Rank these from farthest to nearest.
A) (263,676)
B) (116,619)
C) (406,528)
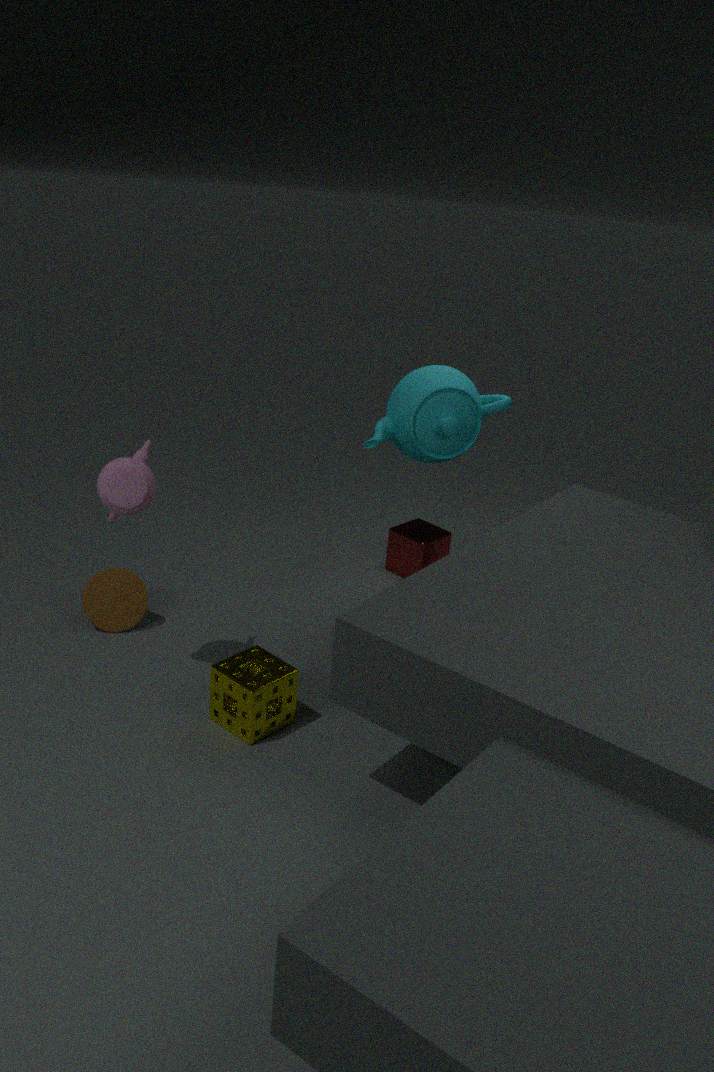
(406,528), (116,619), (263,676)
